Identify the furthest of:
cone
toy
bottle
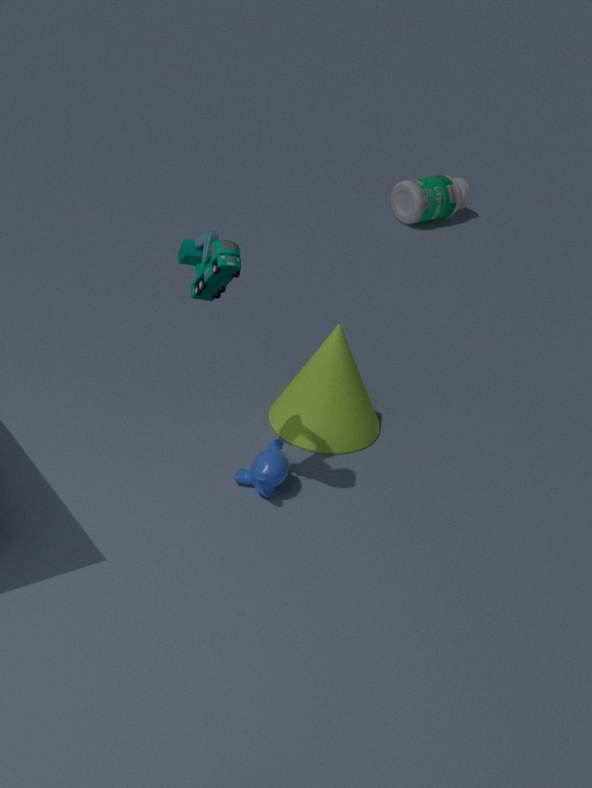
bottle
